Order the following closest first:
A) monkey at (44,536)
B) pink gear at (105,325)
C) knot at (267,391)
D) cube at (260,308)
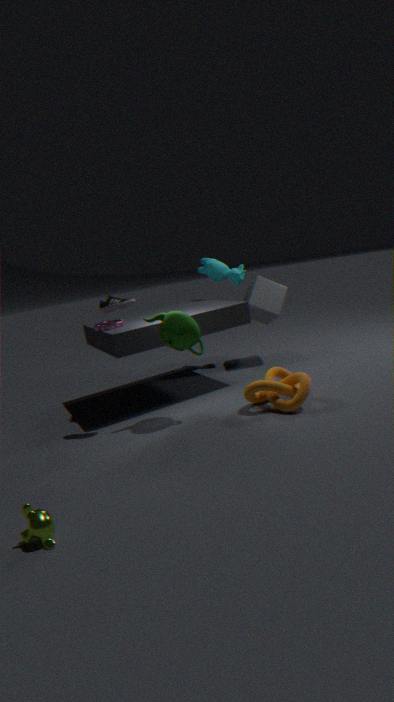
monkey at (44,536)
knot at (267,391)
pink gear at (105,325)
cube at (260,308)
